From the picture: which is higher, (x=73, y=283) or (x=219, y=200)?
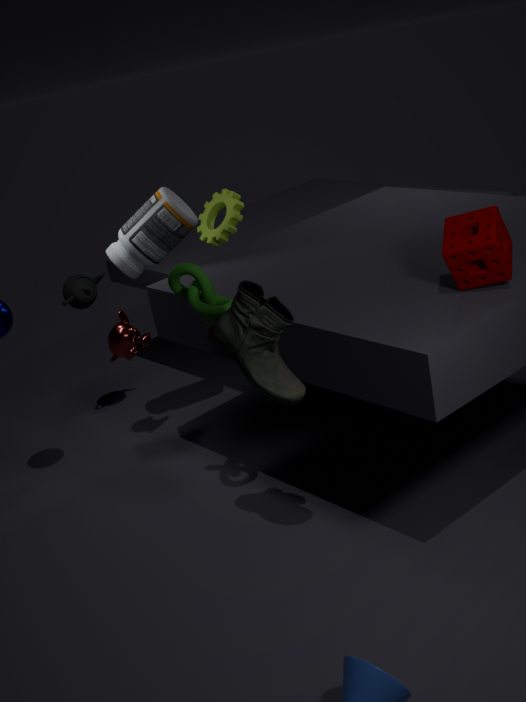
(x=219, y=200)
